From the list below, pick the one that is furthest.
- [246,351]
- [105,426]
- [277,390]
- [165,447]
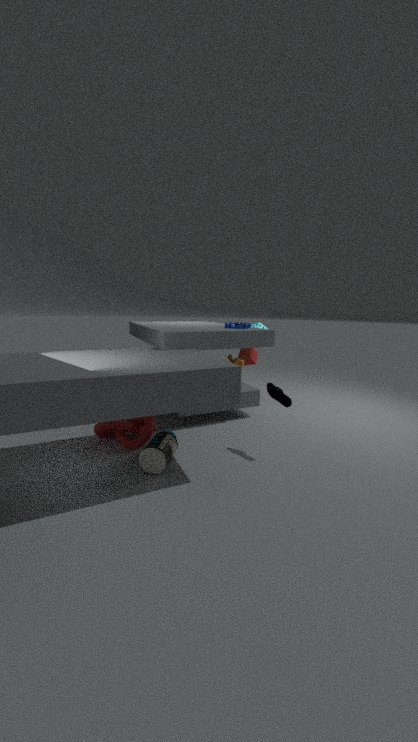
[246,351]
